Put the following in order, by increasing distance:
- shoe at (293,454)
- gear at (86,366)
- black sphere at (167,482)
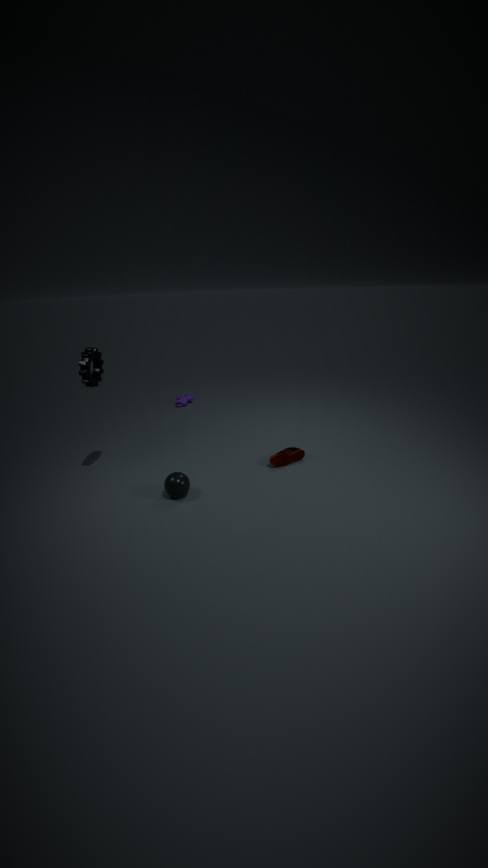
gear at (86,366) < black sphere at (167,482) < shoe at (293,454)
